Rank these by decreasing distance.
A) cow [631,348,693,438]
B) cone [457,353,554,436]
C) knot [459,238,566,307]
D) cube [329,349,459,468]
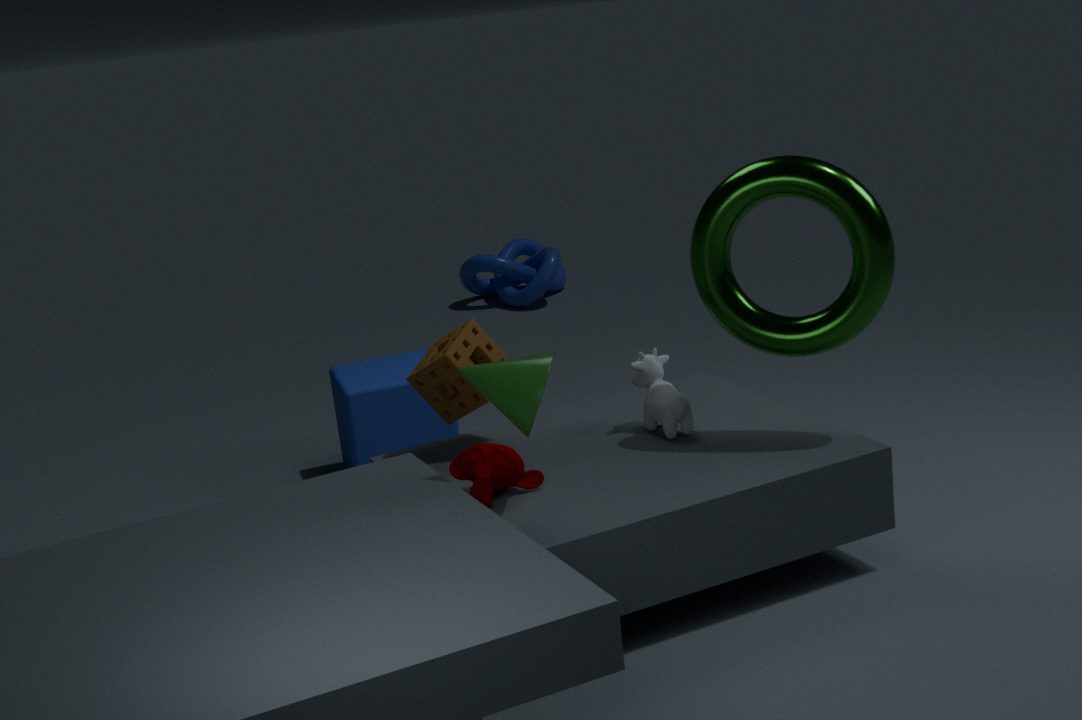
knot [459,238,566,307] < cube [329,349,459,468] < cow [631,348,693,438] < cone [457,353,554,436]
